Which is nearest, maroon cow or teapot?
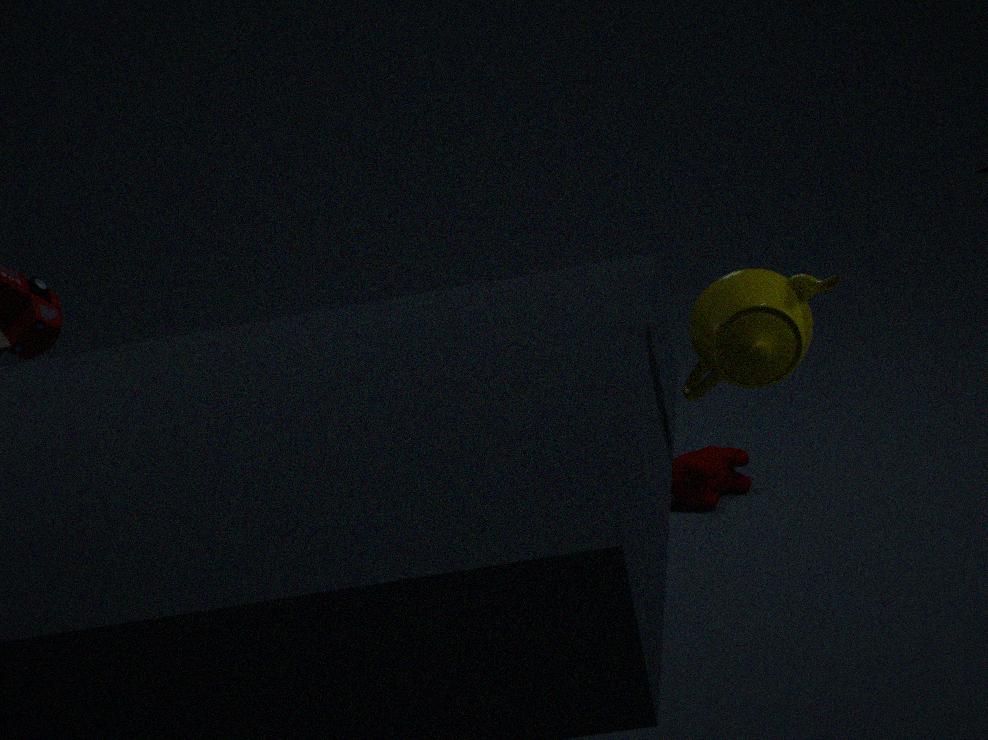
teapot
